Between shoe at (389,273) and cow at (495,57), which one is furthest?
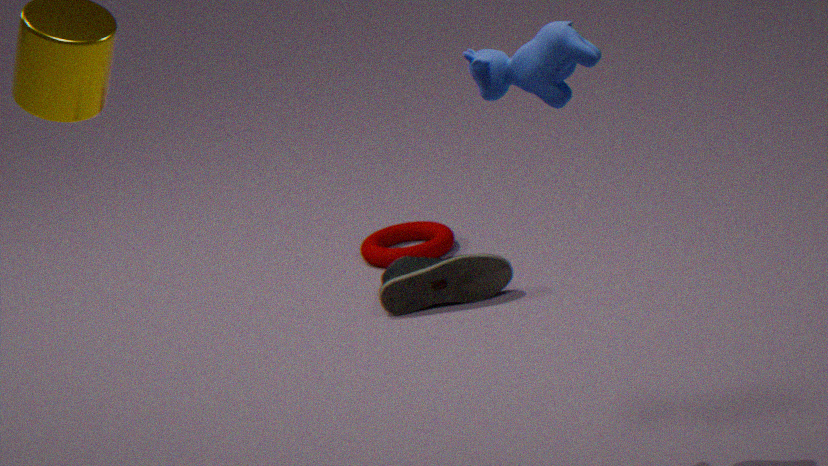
shoe at (389,273)
